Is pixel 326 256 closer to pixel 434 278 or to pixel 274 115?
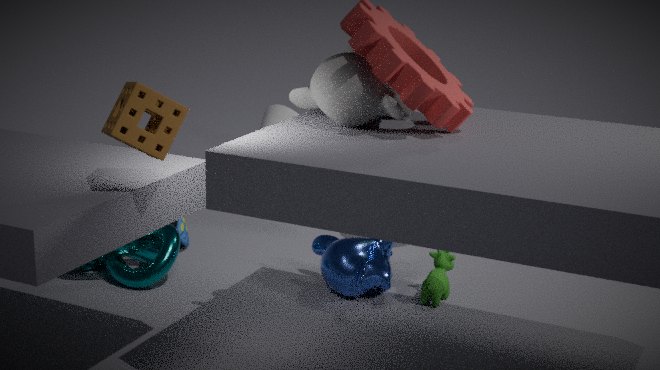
pixel 434 278
